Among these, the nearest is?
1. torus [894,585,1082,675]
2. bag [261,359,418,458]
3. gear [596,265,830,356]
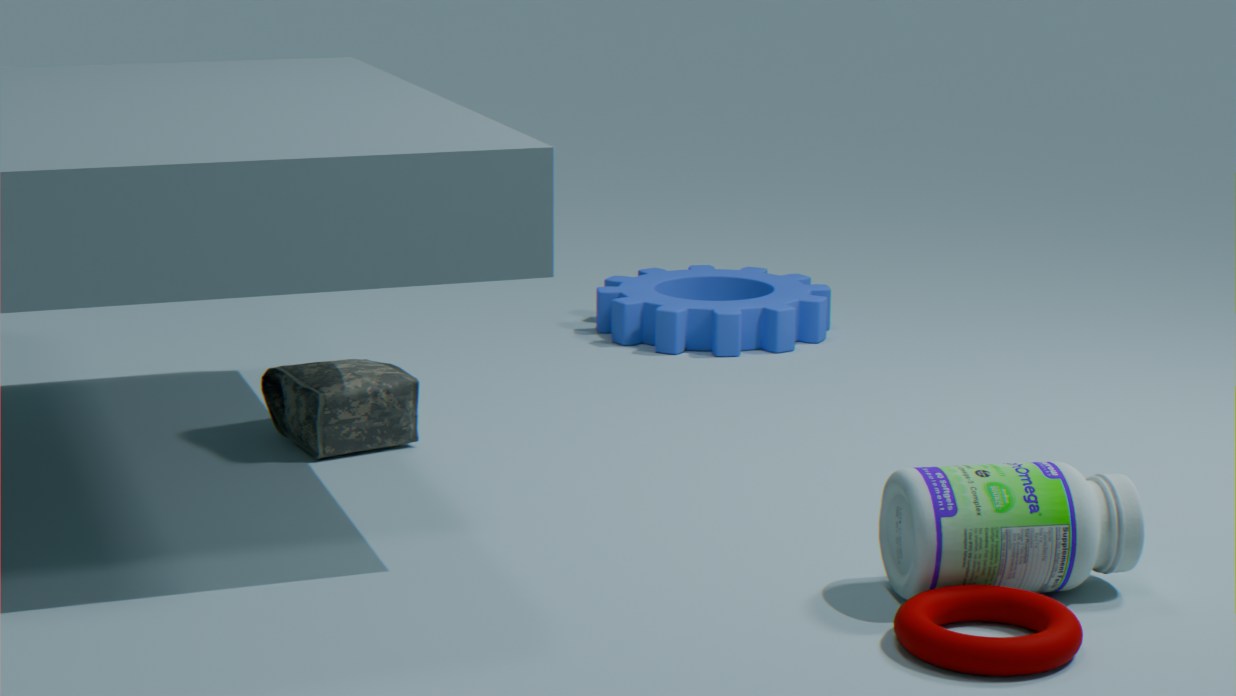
torus [894,585,1082,675]
